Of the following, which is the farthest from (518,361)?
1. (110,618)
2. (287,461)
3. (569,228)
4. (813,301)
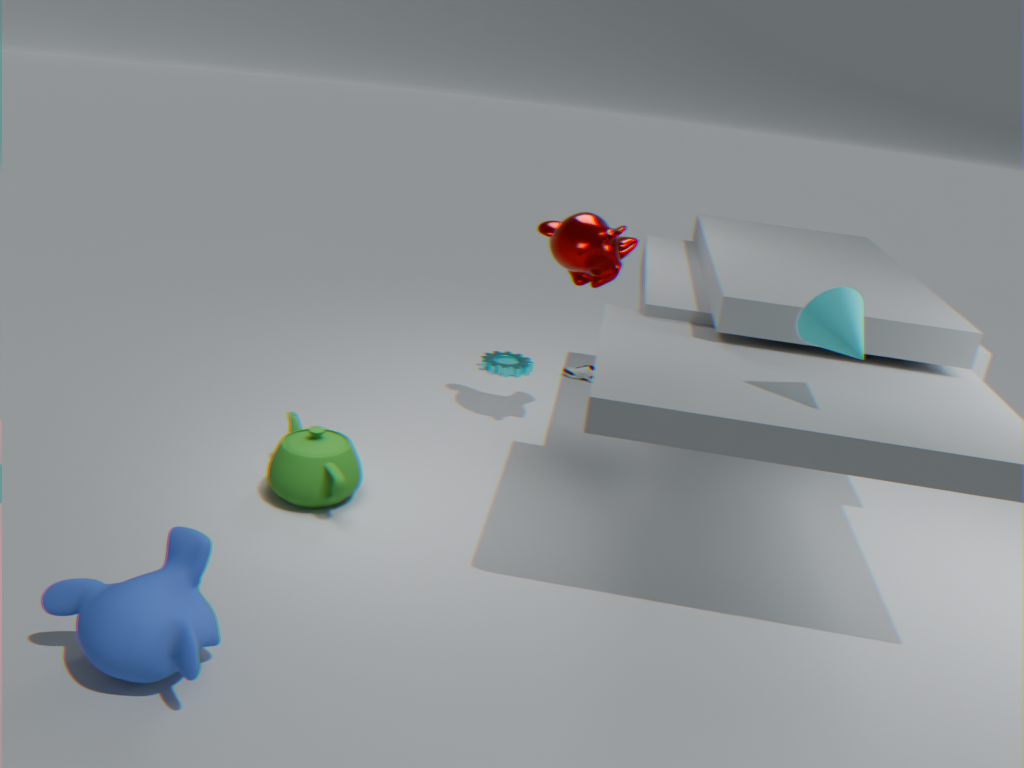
(110,618)
